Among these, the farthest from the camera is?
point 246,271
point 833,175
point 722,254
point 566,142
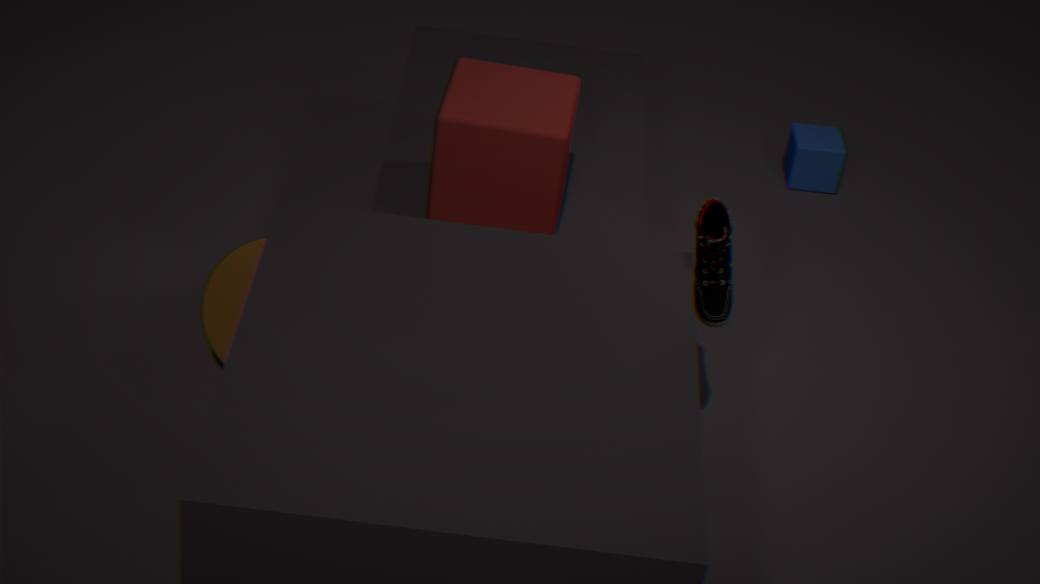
point 833,175
